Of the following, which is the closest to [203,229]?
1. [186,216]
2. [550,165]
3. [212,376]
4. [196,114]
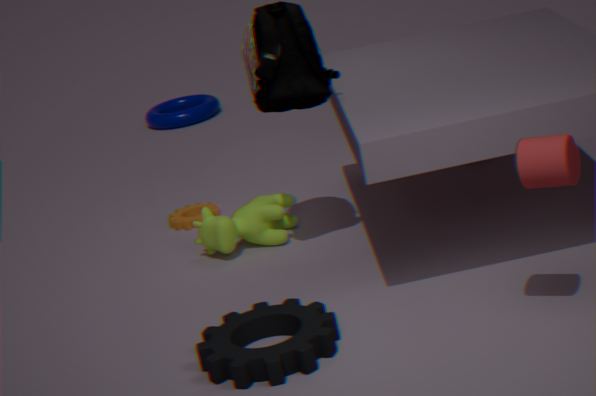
[186,216]
